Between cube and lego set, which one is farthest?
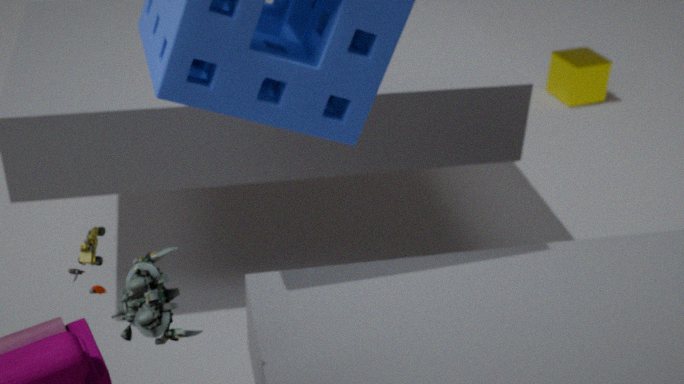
cube
